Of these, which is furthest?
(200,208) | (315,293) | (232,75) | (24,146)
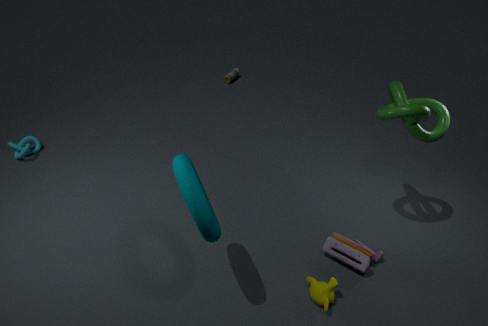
(232,75)
